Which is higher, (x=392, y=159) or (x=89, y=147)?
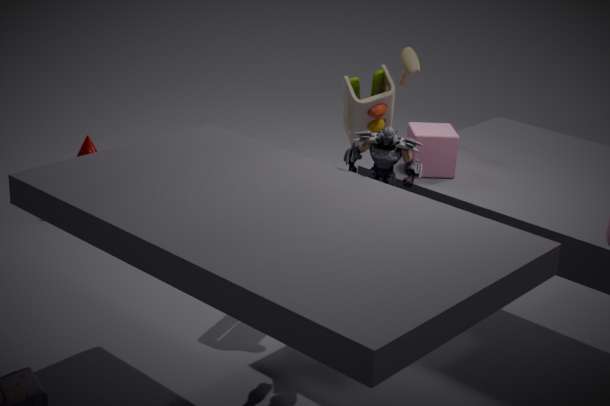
(x=392, y=159)
